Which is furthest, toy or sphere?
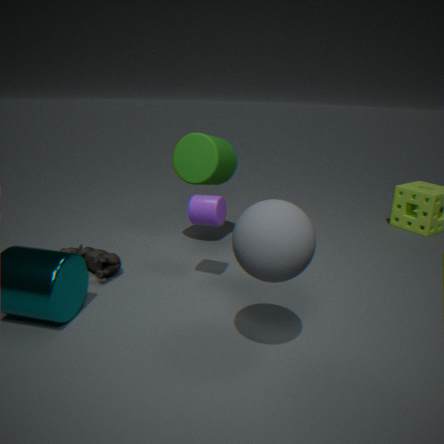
toy
